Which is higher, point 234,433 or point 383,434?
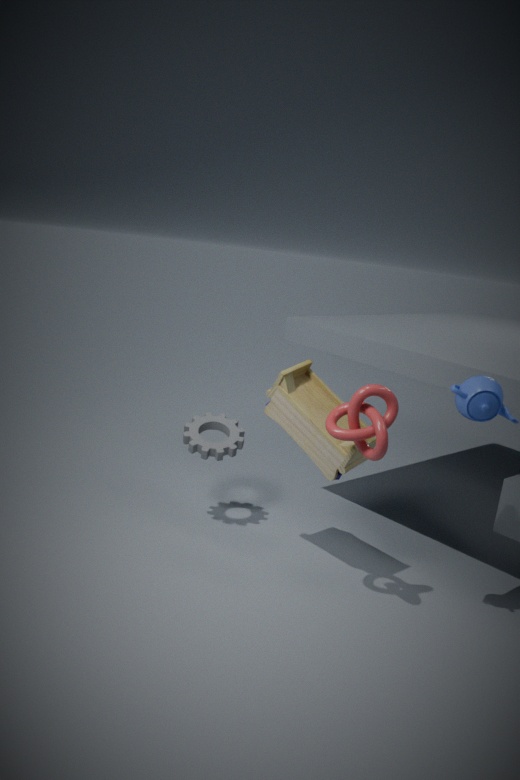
point 383,434
